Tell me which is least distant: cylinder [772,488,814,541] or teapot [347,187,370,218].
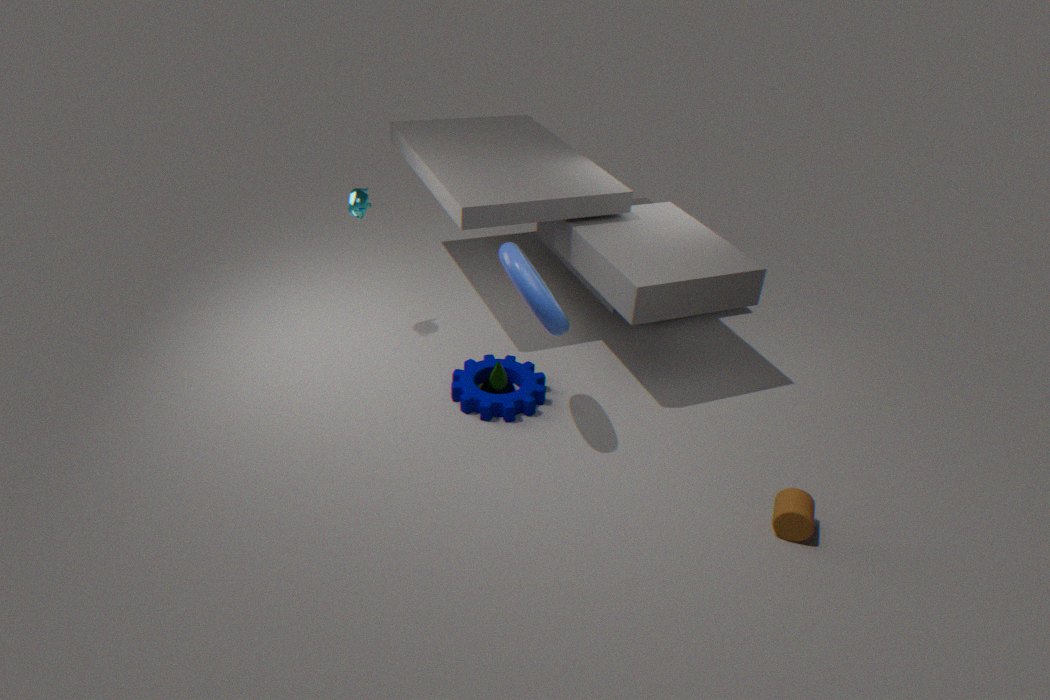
cylinder [772,488,814,541]
